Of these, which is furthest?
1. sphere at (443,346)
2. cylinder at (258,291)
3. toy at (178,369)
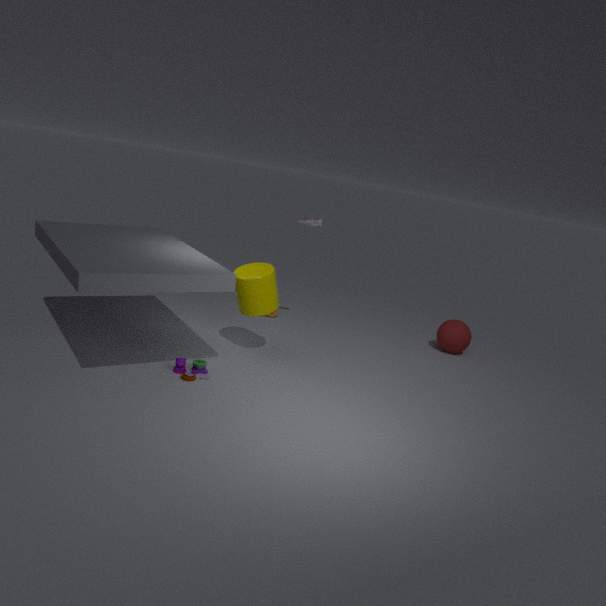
sphere at (443,346)
